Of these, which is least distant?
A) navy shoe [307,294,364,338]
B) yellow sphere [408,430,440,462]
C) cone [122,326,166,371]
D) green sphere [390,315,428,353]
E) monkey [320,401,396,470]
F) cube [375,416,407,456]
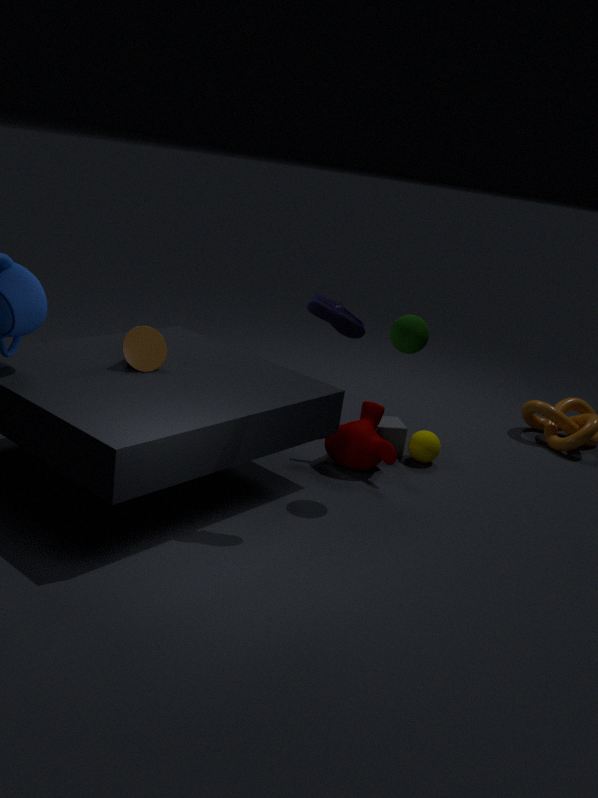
navy shoe [307,294,364,338]
